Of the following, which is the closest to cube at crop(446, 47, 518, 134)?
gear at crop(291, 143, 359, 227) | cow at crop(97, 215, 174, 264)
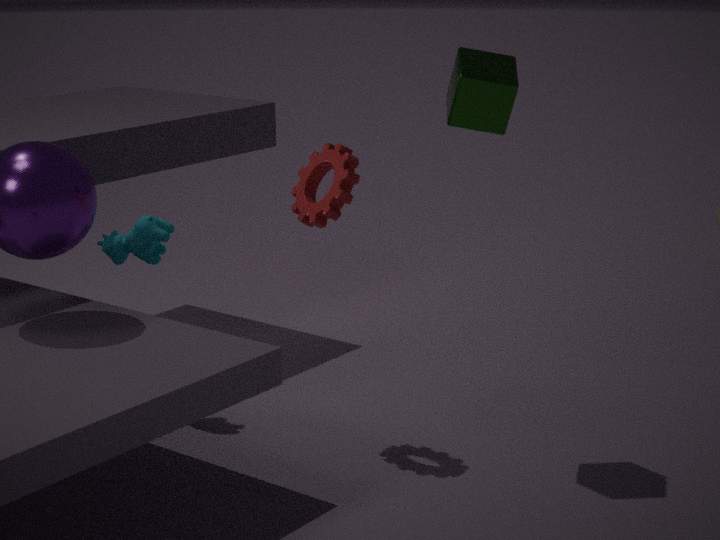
gear at crop(291, 143, 359, 227)
